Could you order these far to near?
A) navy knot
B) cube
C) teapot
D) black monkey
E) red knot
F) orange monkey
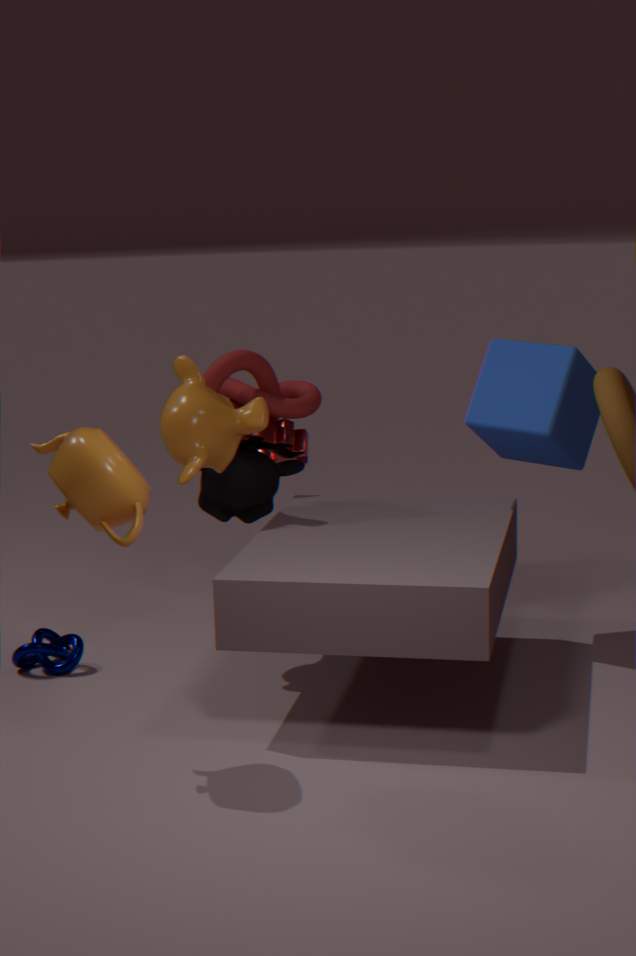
black monkey
red knot
navy knot
cube
orange monkey
teapot
